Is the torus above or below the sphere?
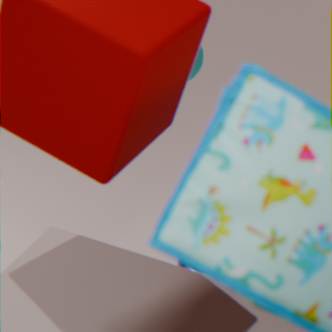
below
